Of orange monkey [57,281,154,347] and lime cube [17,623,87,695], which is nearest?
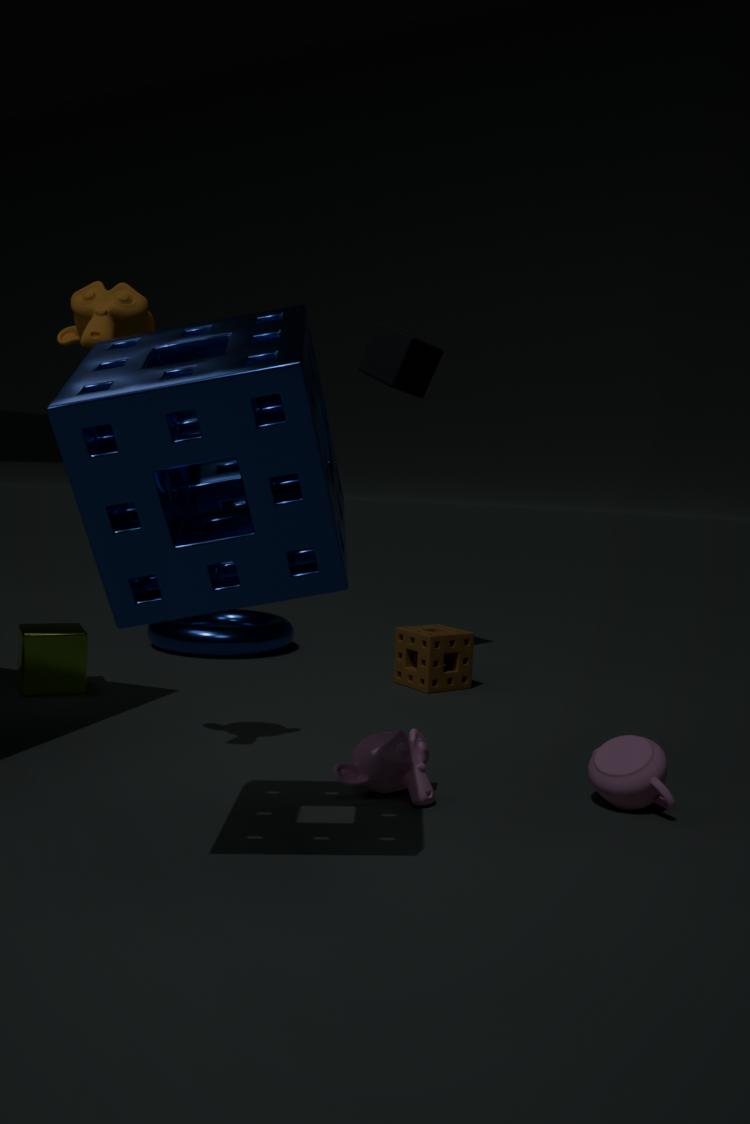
orange monkey [57,281,154,347]
